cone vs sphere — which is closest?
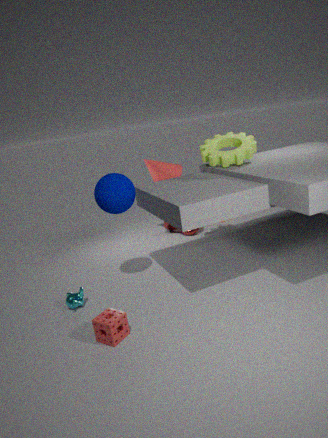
sphere
